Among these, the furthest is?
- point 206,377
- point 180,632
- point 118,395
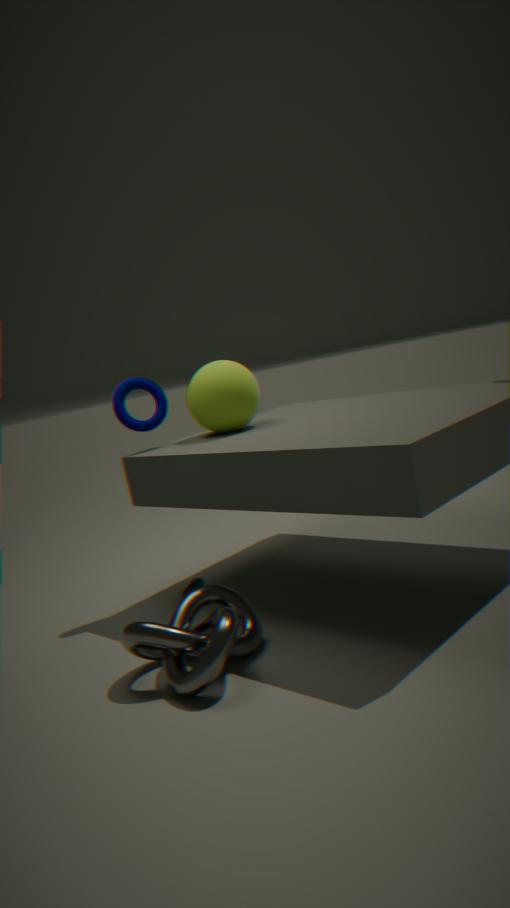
point 118,395
